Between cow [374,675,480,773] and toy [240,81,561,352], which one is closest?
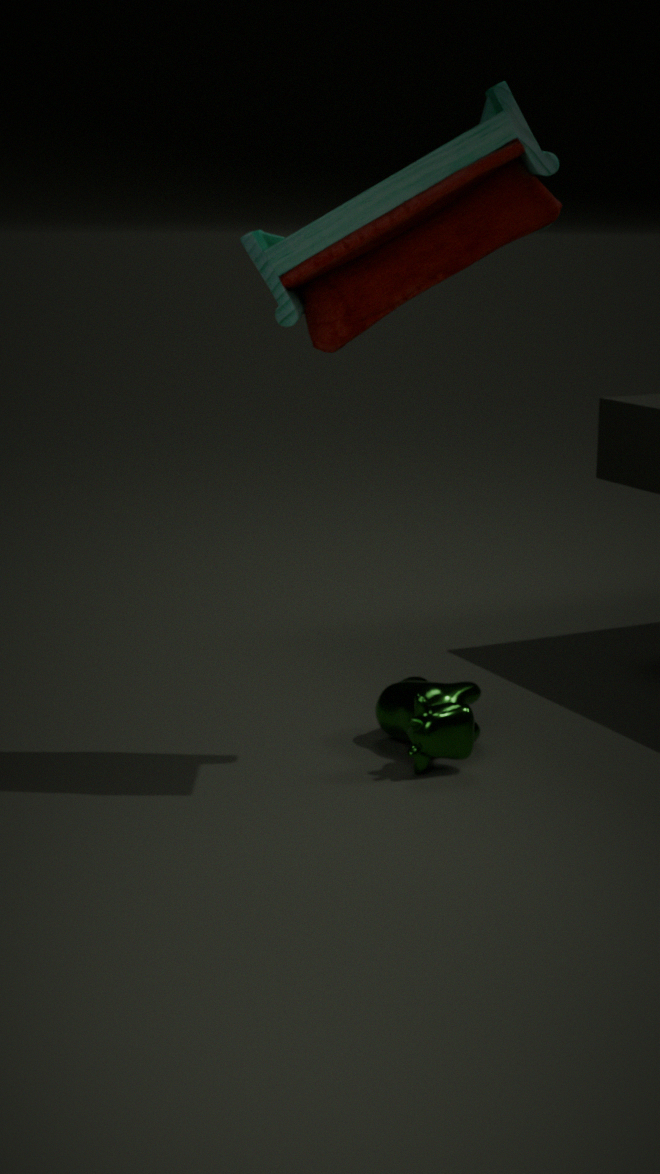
toy [240,81,561,352]
